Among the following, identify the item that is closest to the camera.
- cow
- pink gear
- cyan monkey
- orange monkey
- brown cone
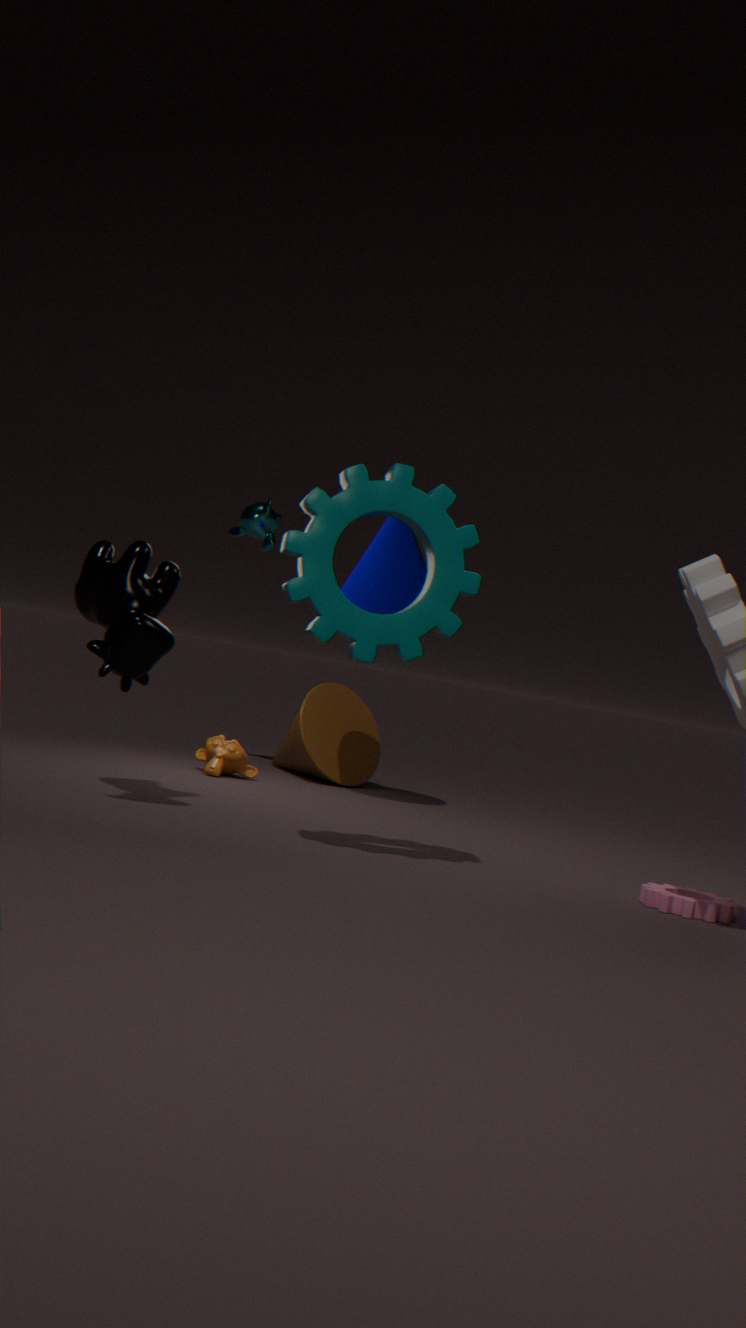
pink gear
